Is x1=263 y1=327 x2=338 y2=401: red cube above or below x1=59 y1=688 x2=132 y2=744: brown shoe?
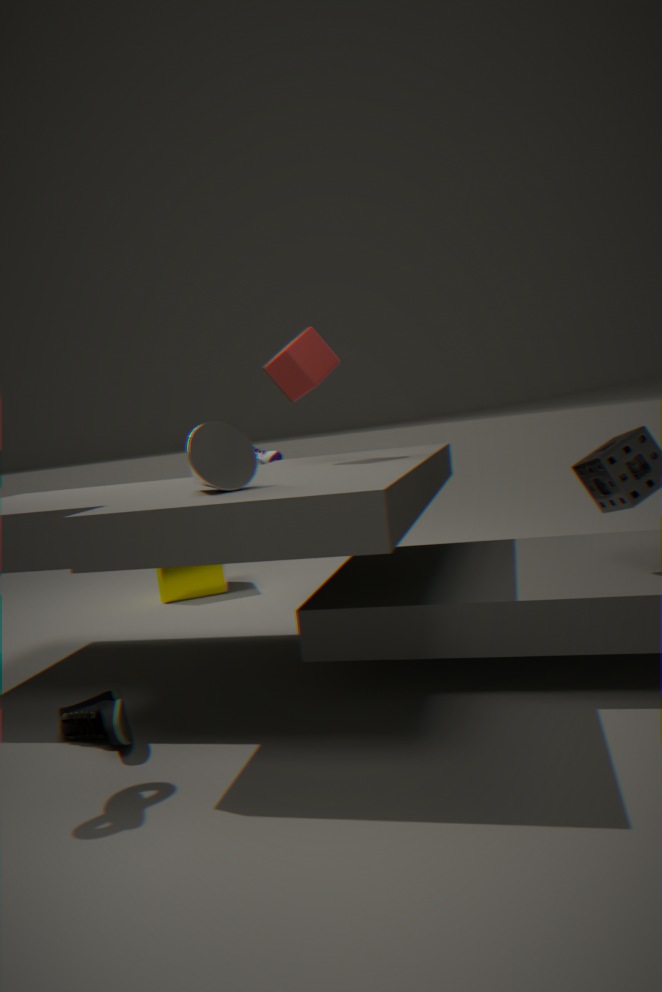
above
